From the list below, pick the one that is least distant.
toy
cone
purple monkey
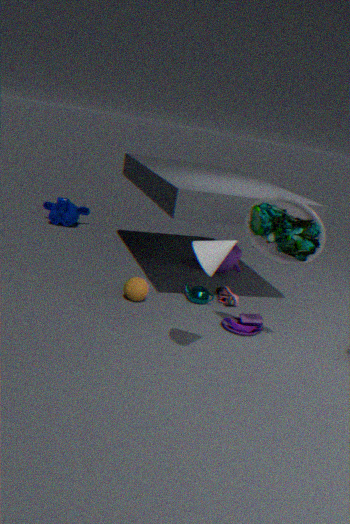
cone
